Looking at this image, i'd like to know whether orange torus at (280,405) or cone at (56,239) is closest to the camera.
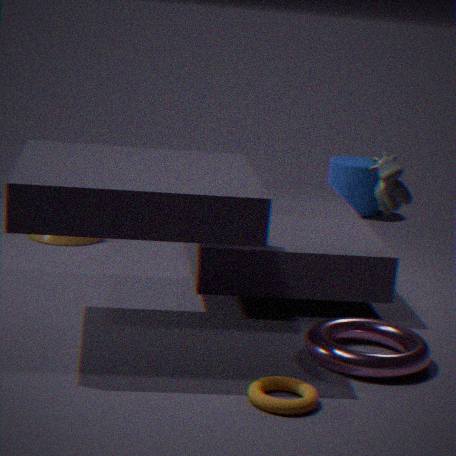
orange torus at (280,405)
